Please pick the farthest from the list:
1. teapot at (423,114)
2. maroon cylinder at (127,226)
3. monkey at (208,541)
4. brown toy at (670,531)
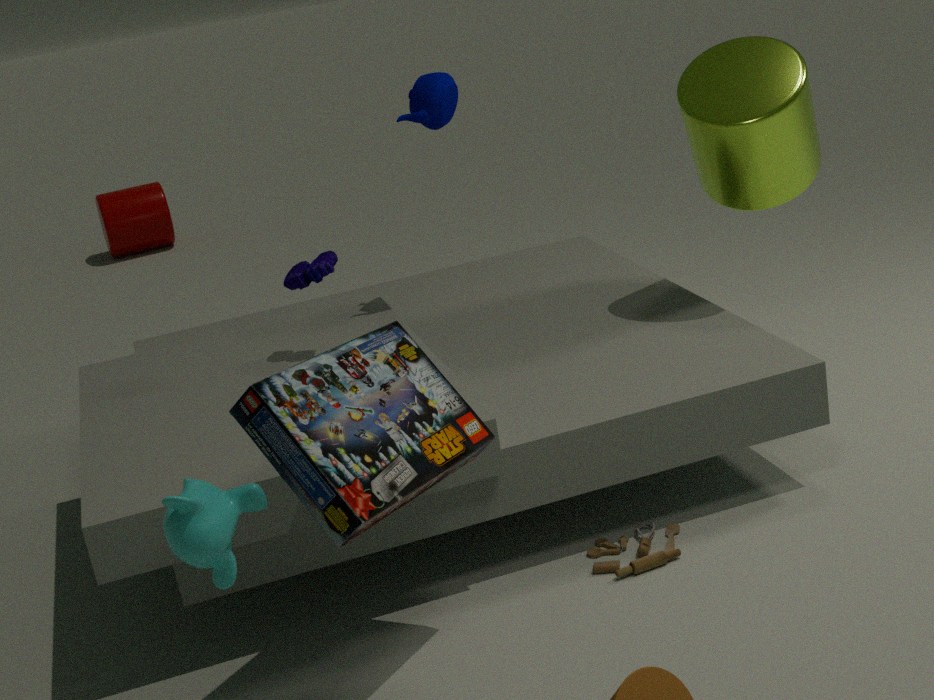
maroon cylinder at (127,226)
